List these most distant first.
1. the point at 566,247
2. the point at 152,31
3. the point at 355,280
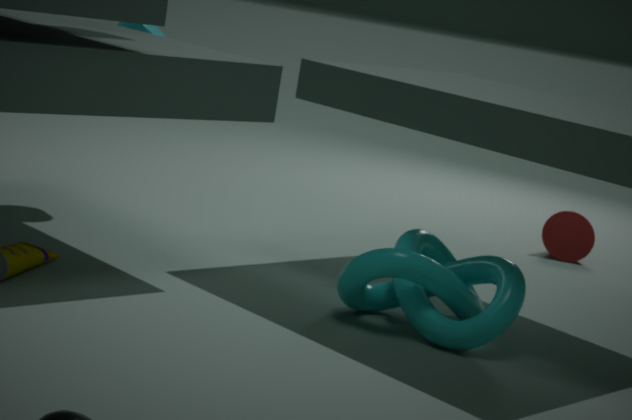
the point at 566,247
the point at 152,31
the point at 355,280
